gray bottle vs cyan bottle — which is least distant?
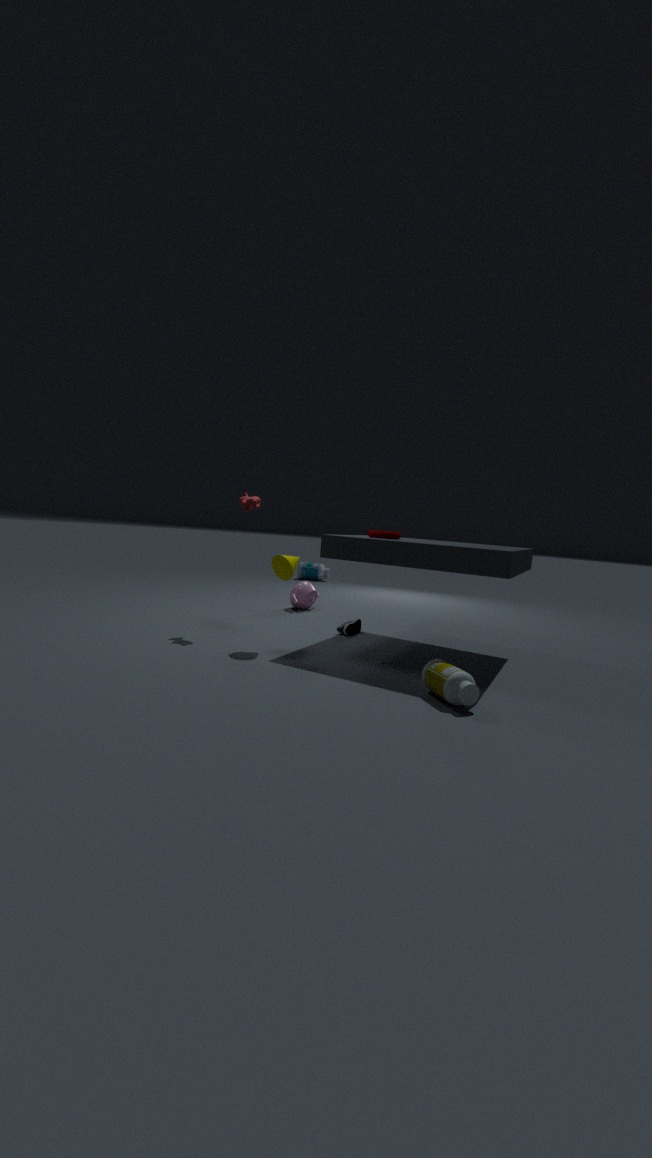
gray bottle
